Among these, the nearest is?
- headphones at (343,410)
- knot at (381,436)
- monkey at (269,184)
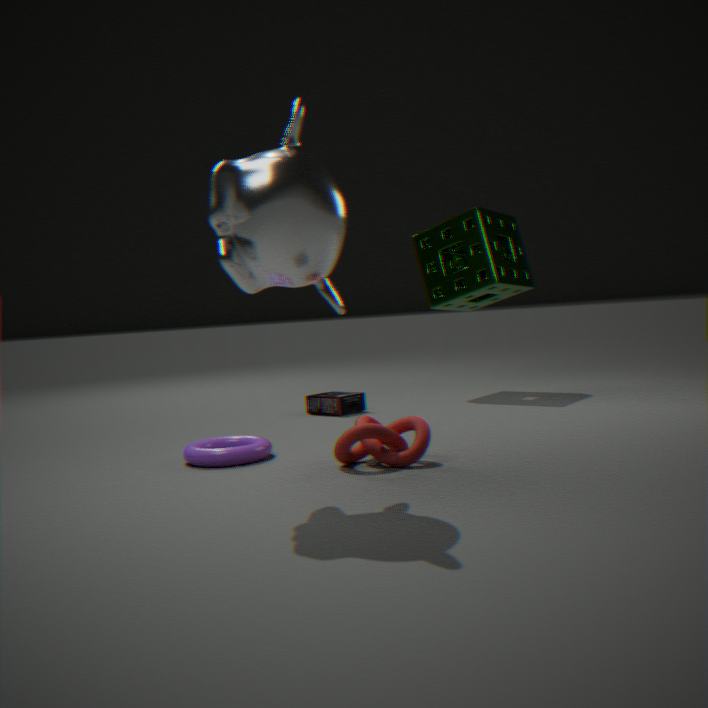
monkey at (269,184)
